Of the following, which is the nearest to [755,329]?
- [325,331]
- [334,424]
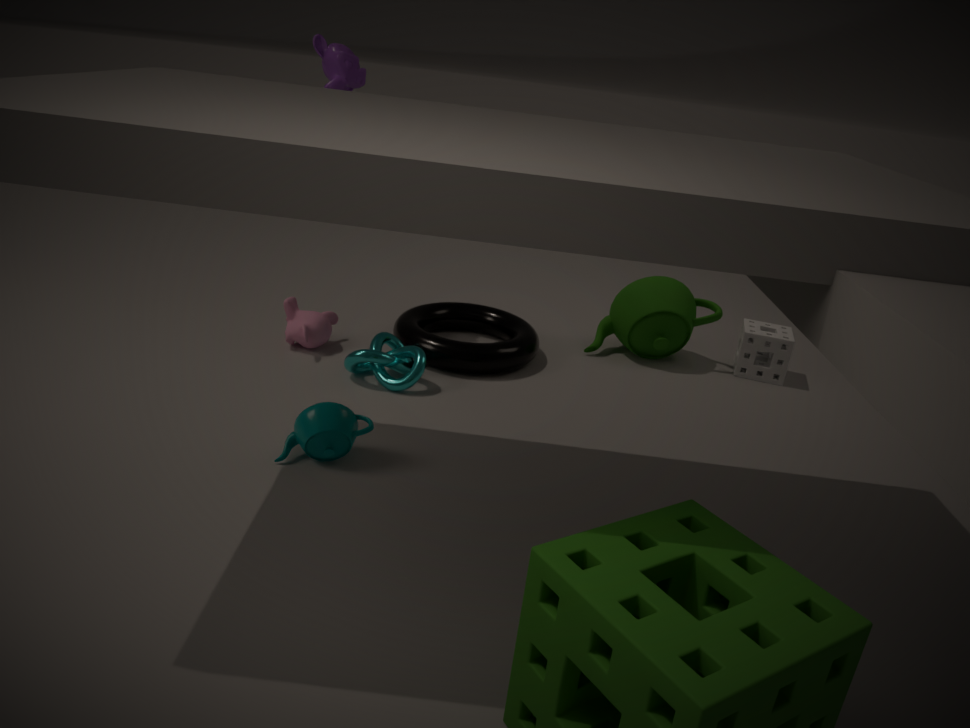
[325,331]
